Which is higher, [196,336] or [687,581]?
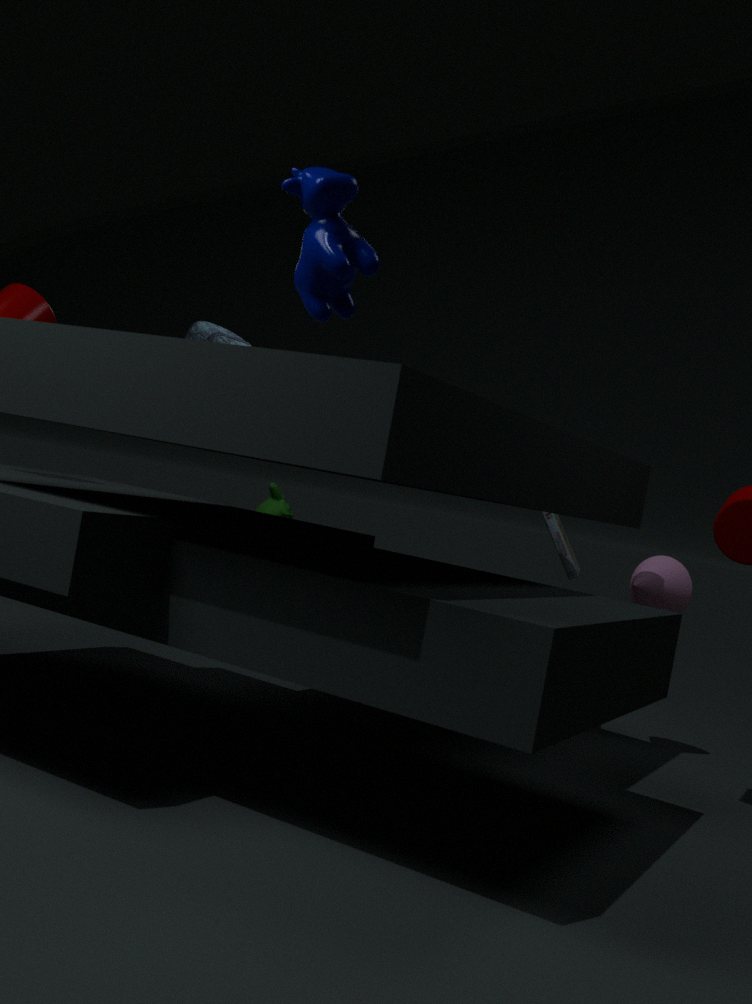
[196,336]
